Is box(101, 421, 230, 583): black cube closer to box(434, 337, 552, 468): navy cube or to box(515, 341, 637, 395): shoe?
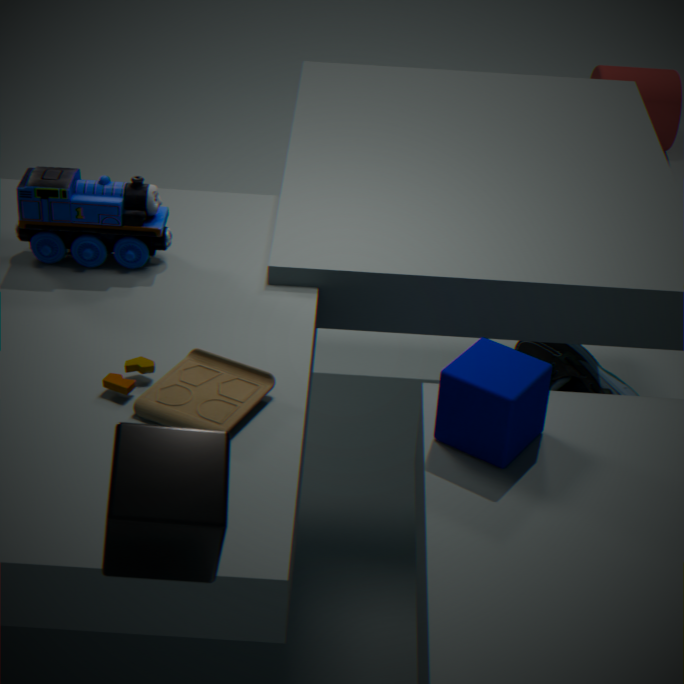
box(434, 337, 552, 468): navy cube
